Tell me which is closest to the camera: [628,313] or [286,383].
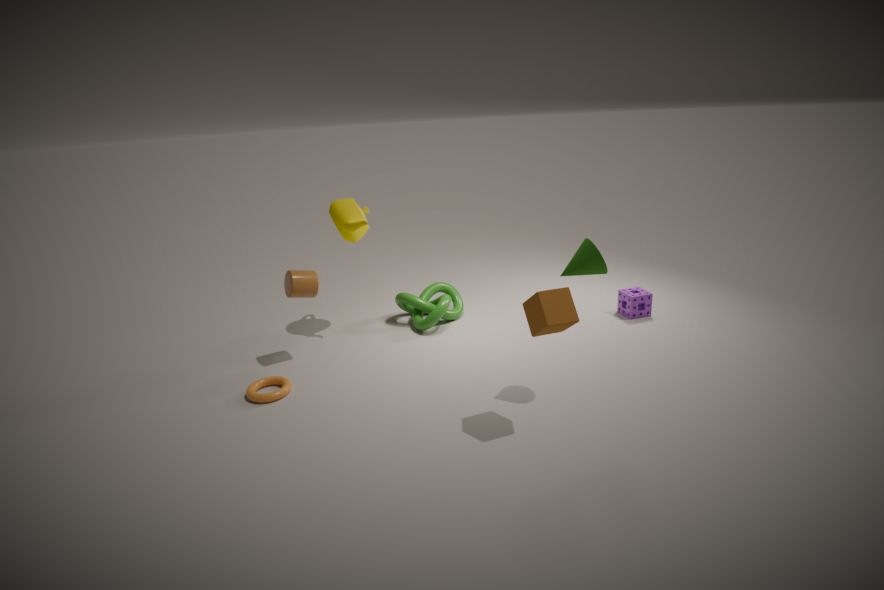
[286,383]
